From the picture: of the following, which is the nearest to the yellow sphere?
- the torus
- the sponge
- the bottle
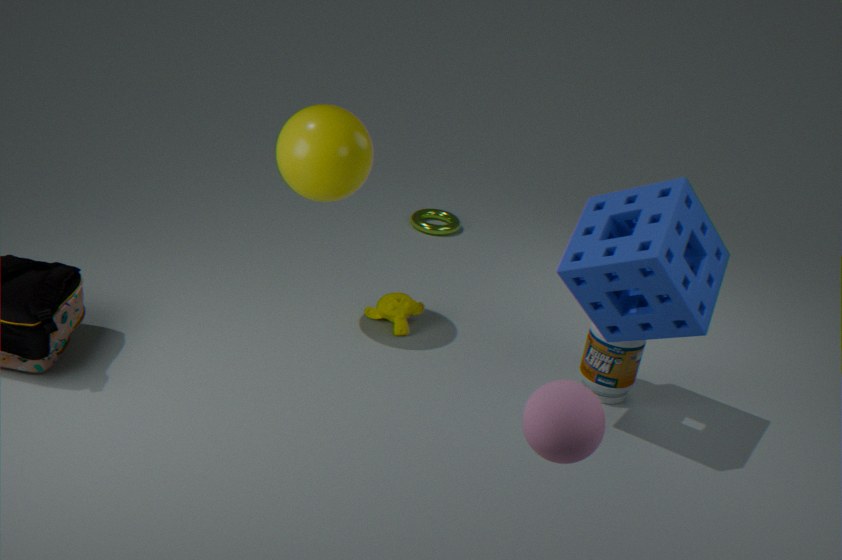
the sponge
